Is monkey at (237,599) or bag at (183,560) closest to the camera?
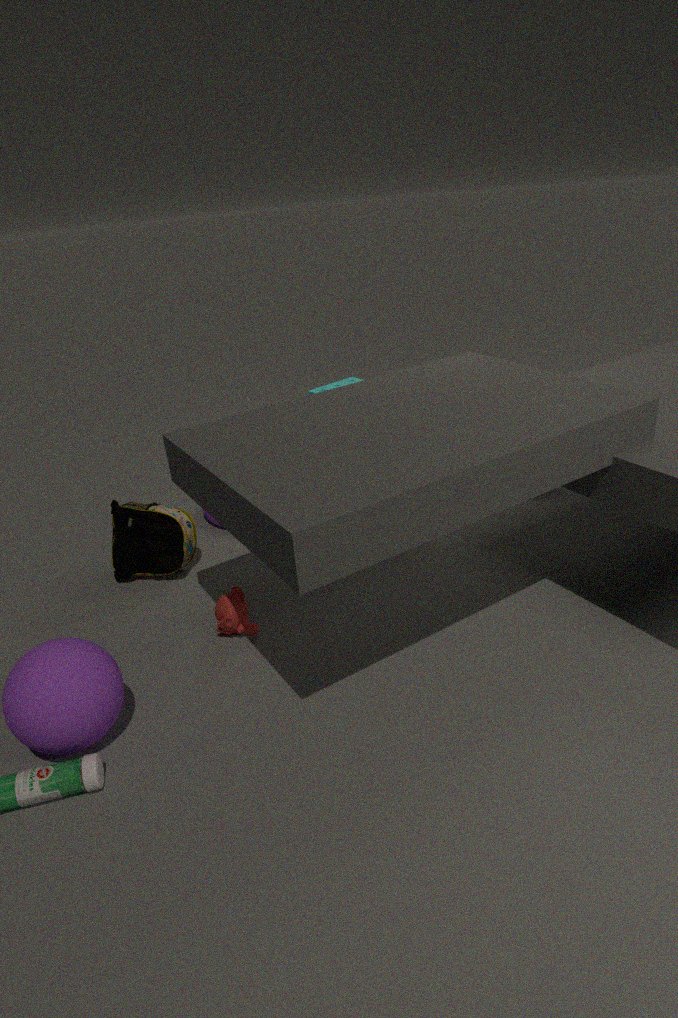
monkey at (237,599)
